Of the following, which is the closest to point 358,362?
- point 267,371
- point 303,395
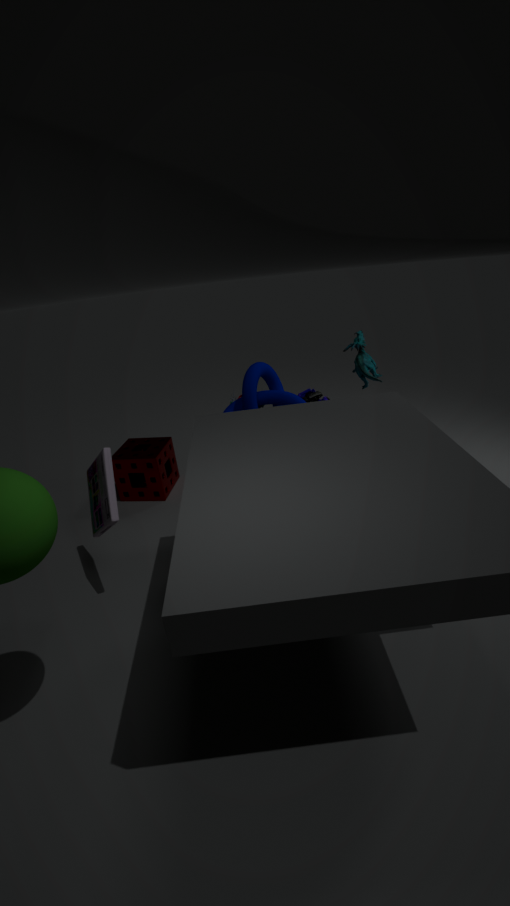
point 303,395
